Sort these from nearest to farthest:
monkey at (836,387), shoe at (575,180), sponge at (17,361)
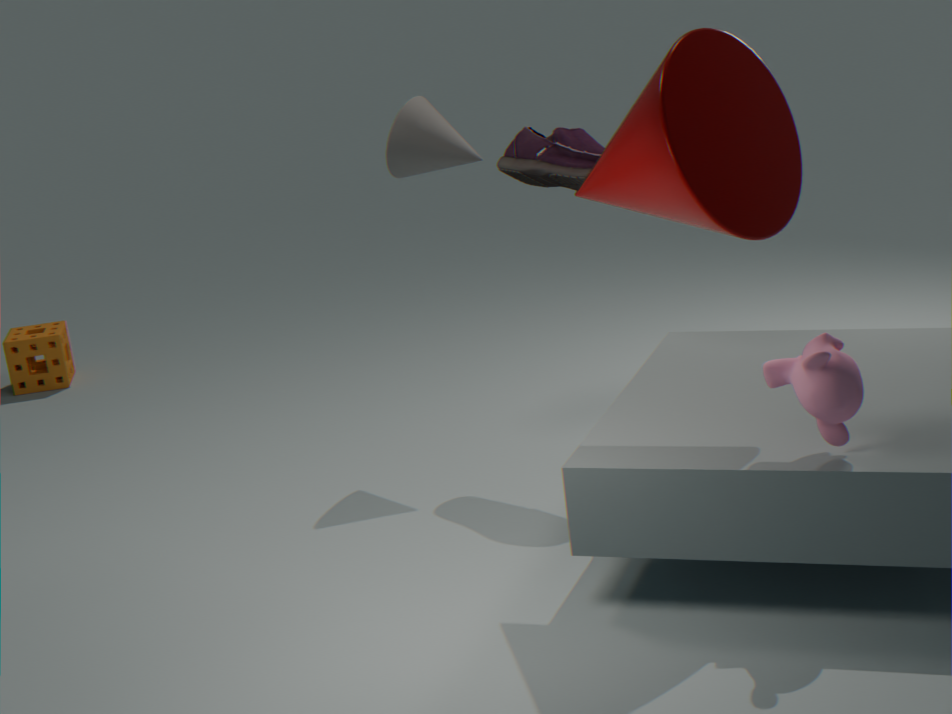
monkey at (836,387)
shoe at (575,180)
sponge at (17,361)
